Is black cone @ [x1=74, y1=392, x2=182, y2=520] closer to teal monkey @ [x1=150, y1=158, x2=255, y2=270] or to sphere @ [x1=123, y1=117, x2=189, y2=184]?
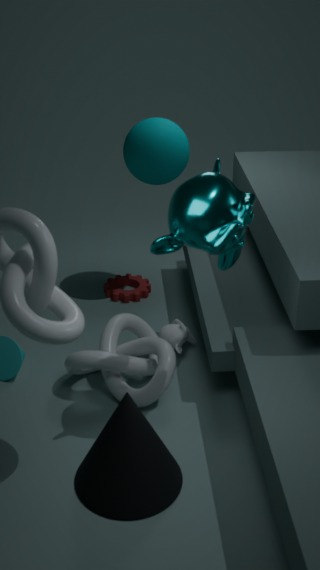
teal monkey @ [x1=150, y1=158, x2=255, y2=270]
